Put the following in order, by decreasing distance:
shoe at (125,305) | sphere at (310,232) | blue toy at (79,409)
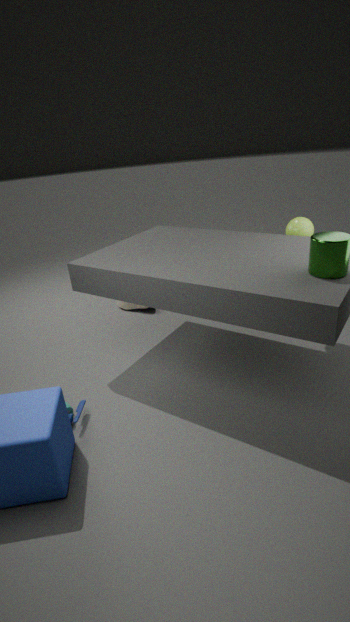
shoe at (125,305)
sphere at (310,232)
blue toy at (79,409)
